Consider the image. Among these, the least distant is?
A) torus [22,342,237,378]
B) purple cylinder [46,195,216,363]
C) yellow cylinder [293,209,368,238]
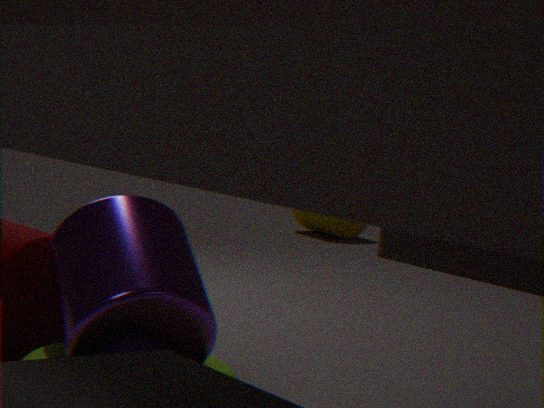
purple cylinder [46,195,216,363]
